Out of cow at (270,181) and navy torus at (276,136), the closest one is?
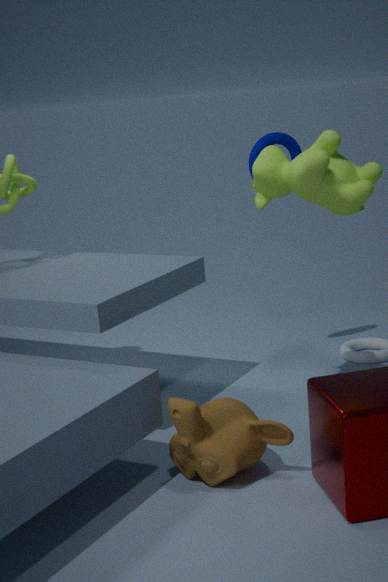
cow at (270,181)
